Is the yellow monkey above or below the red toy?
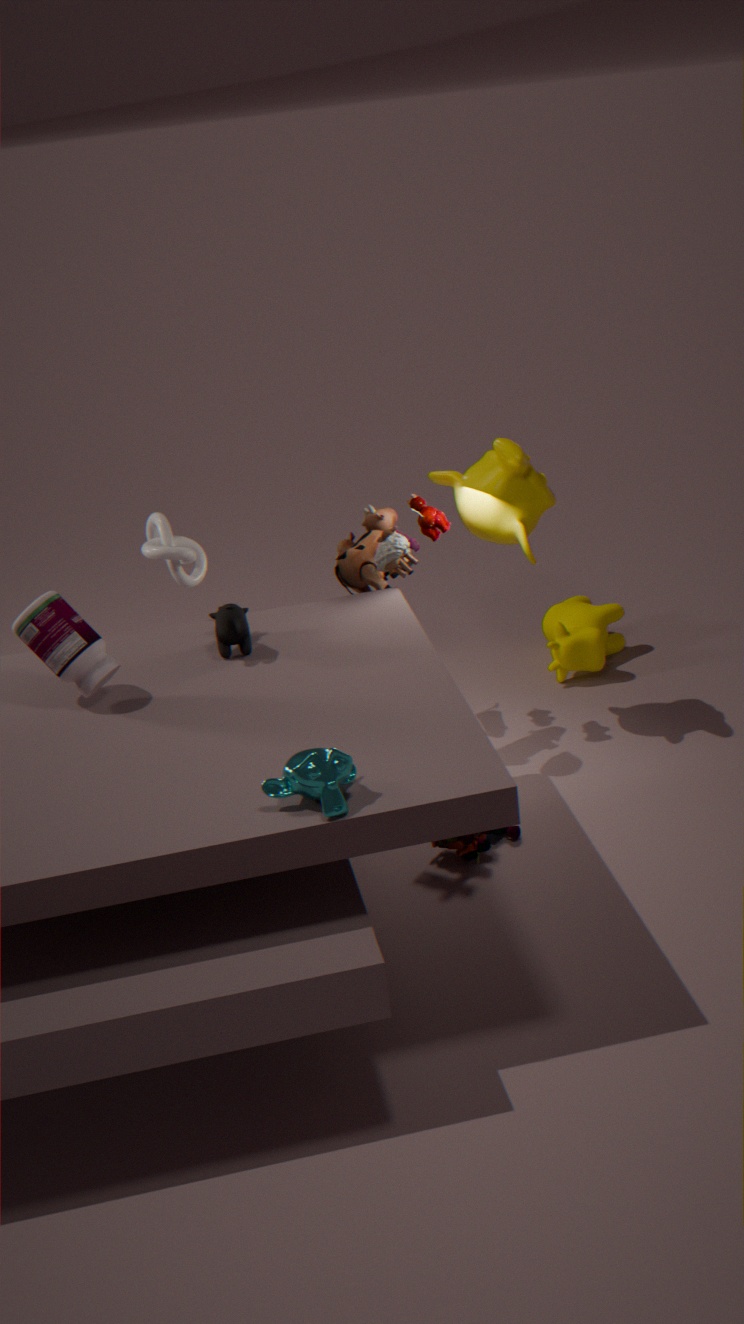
above
